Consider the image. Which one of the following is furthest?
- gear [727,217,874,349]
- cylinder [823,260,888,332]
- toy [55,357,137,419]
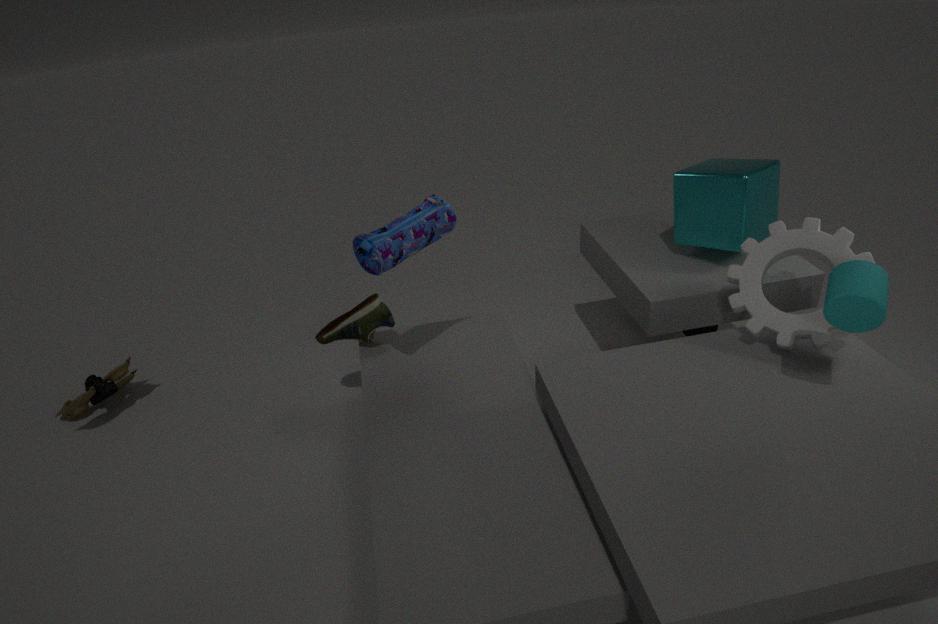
toy [55,357,137,419]
